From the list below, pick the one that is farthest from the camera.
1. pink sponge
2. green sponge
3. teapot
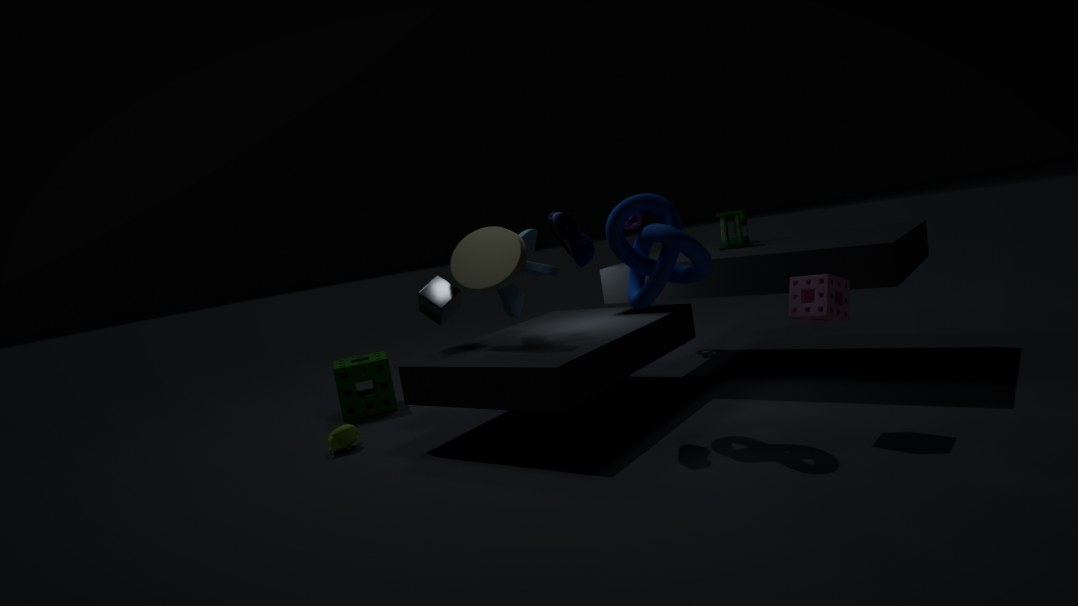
green sponge
